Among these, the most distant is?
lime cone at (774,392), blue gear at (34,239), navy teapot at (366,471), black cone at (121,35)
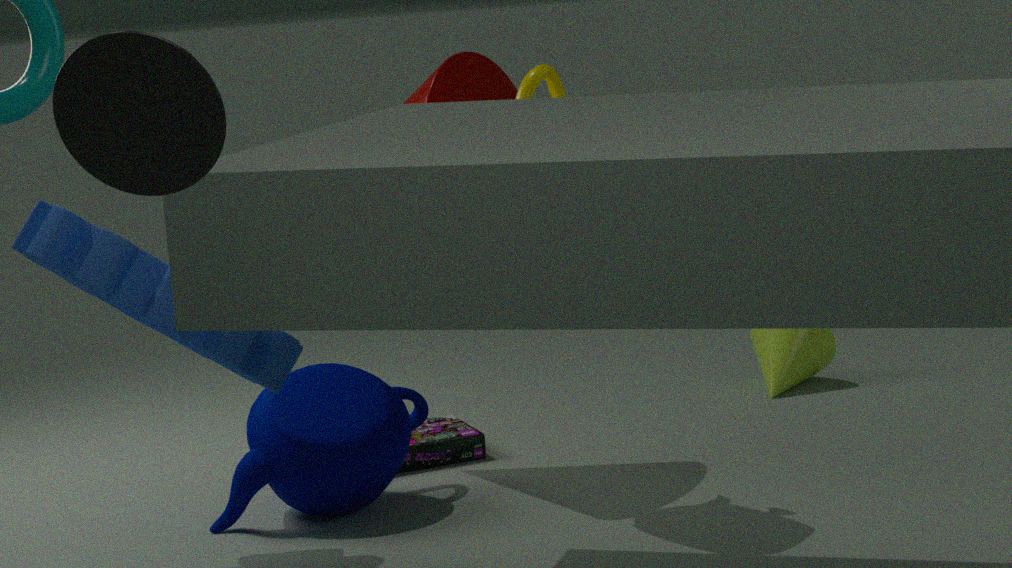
lime cone at (774,392)
